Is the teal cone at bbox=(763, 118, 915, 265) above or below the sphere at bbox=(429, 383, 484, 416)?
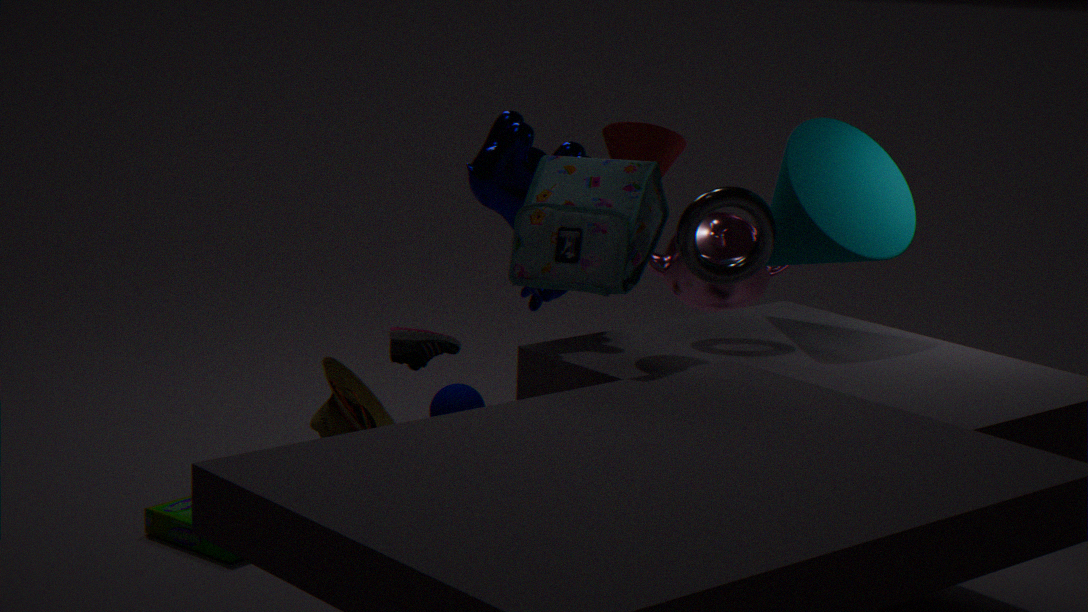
above
